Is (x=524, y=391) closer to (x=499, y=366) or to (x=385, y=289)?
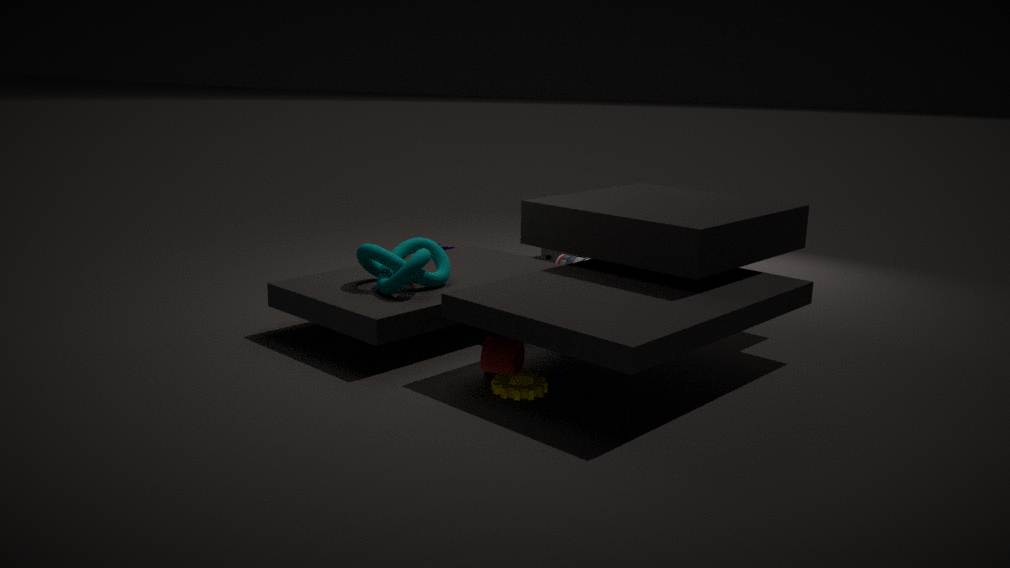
(x=499, y=366)
